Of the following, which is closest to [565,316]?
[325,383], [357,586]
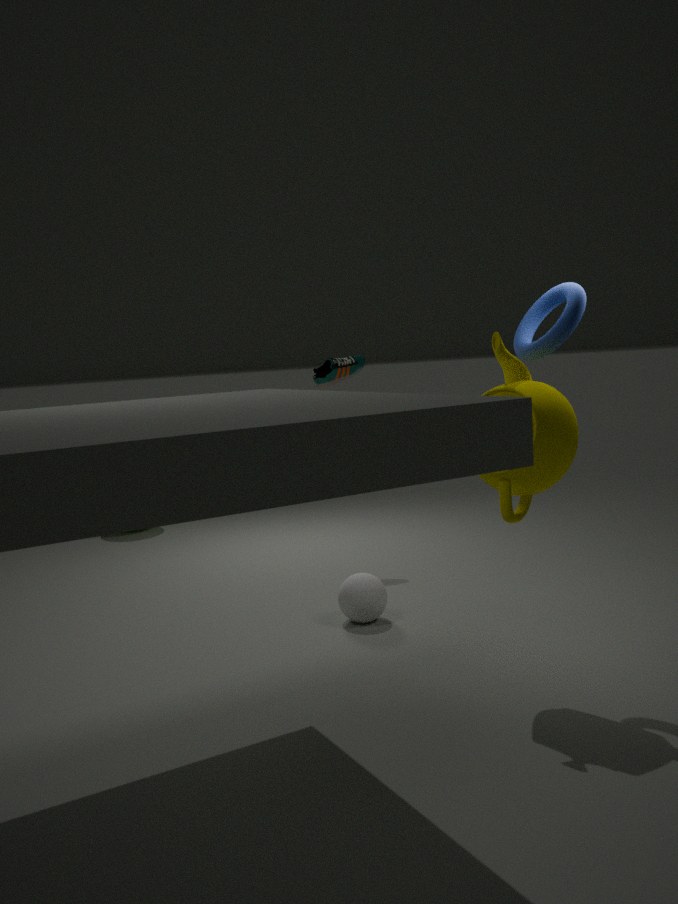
[357,586]
